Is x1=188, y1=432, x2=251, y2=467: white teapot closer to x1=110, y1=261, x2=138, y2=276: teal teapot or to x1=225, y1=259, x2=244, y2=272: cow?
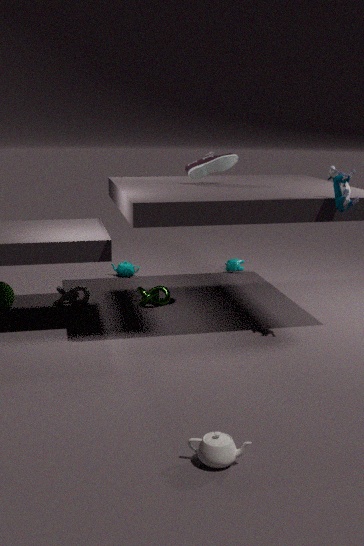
x1=110, y1=261, x2=138, y2=276: teal teapot
